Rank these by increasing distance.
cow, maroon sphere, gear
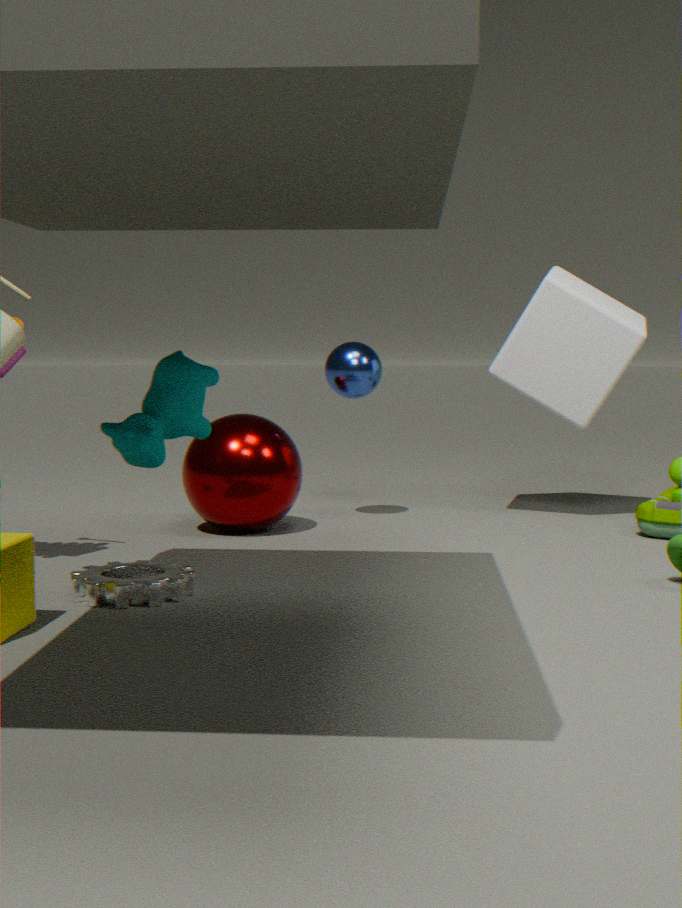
cow → gear → maroon sphere
